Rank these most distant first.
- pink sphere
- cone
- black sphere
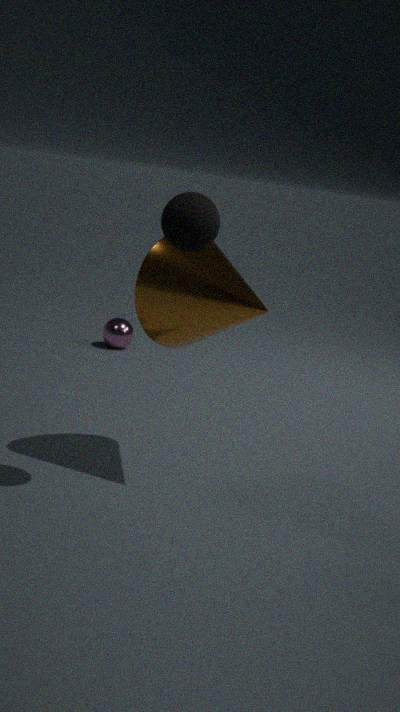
pink sphere, cone, black sphere
